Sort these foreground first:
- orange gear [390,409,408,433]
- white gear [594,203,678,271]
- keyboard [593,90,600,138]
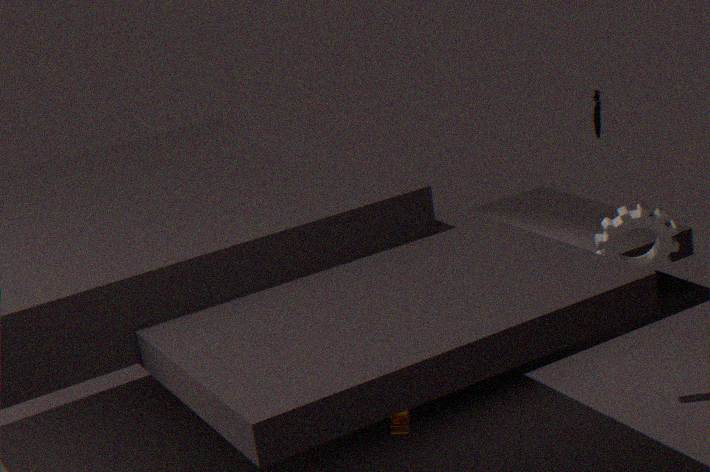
1. orange gear [390,409,408,433]
2. keyboard [593,90,600,138]
3. white gear [594,203,678,271]
